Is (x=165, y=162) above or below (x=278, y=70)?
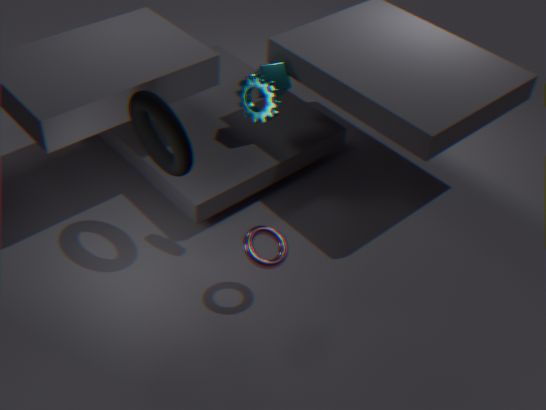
above
